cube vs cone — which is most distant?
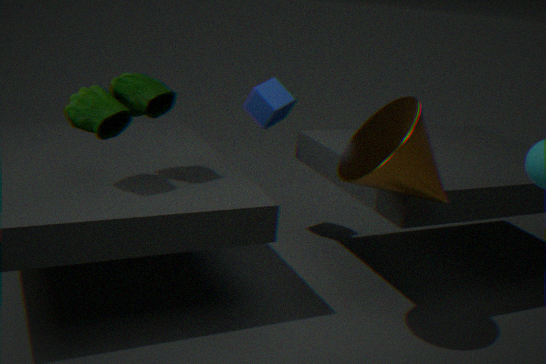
Result: cube
